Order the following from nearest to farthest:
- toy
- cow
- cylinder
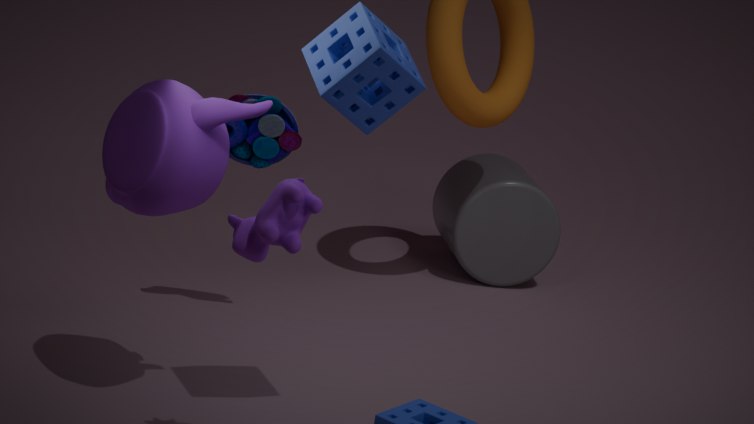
cow, toy, cylinder
